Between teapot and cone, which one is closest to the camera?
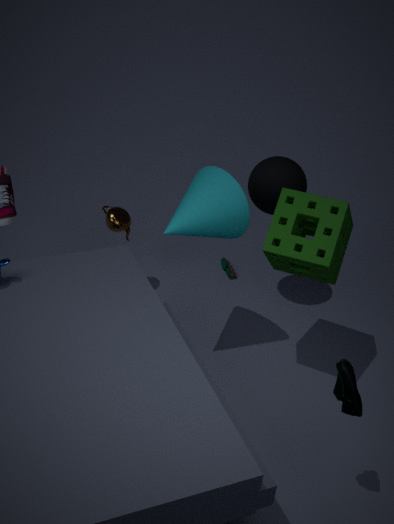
cone
